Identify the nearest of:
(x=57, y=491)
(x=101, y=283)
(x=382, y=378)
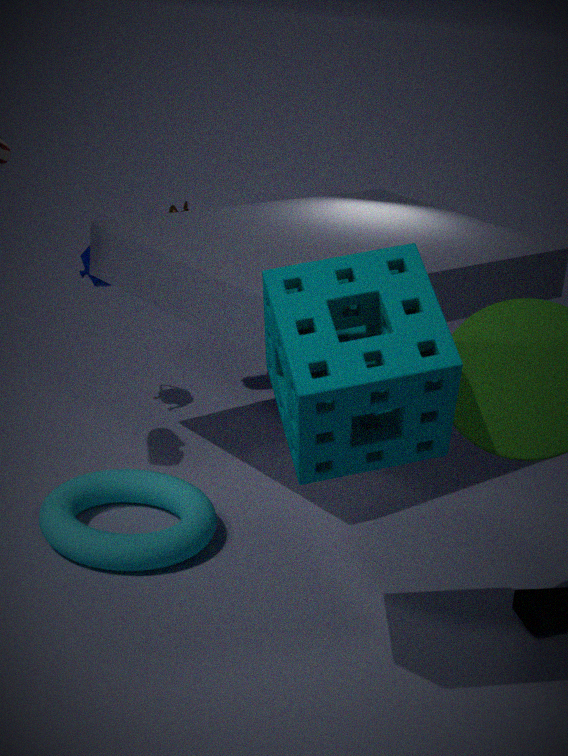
(x=382, y=378)
